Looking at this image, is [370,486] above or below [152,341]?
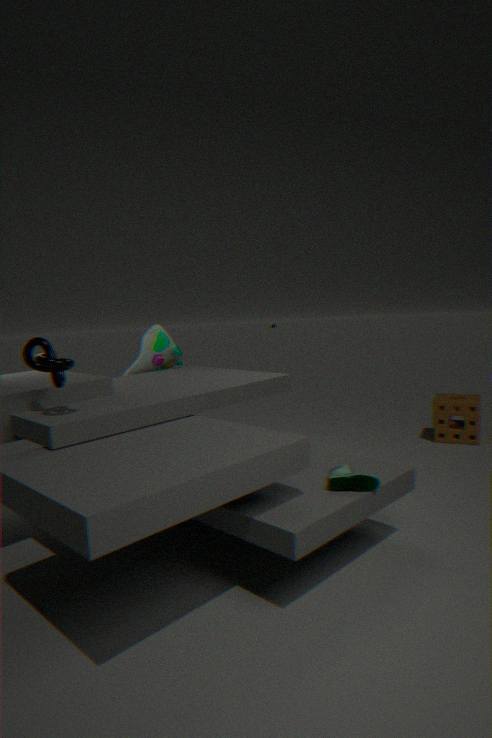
below
